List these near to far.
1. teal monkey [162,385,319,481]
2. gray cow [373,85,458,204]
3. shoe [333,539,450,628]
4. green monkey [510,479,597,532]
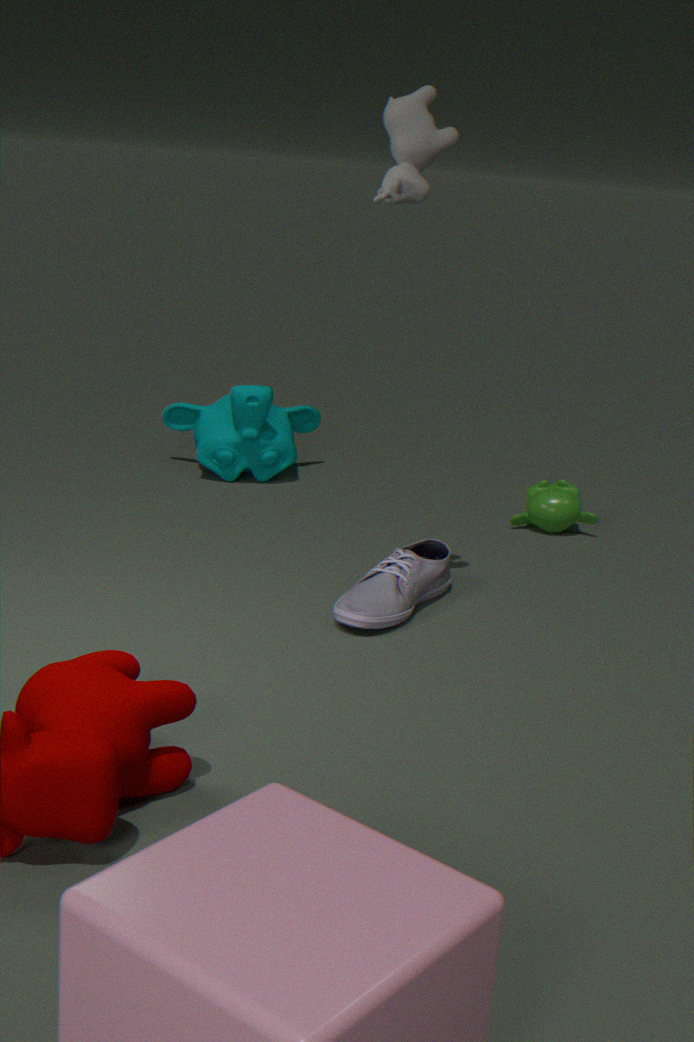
1. gray cow [373,85,458,204]
2. shoe [333,539,450,628]
3. green monkey [510,479,597,532]
4. teal monkey [162,385,319,481]
